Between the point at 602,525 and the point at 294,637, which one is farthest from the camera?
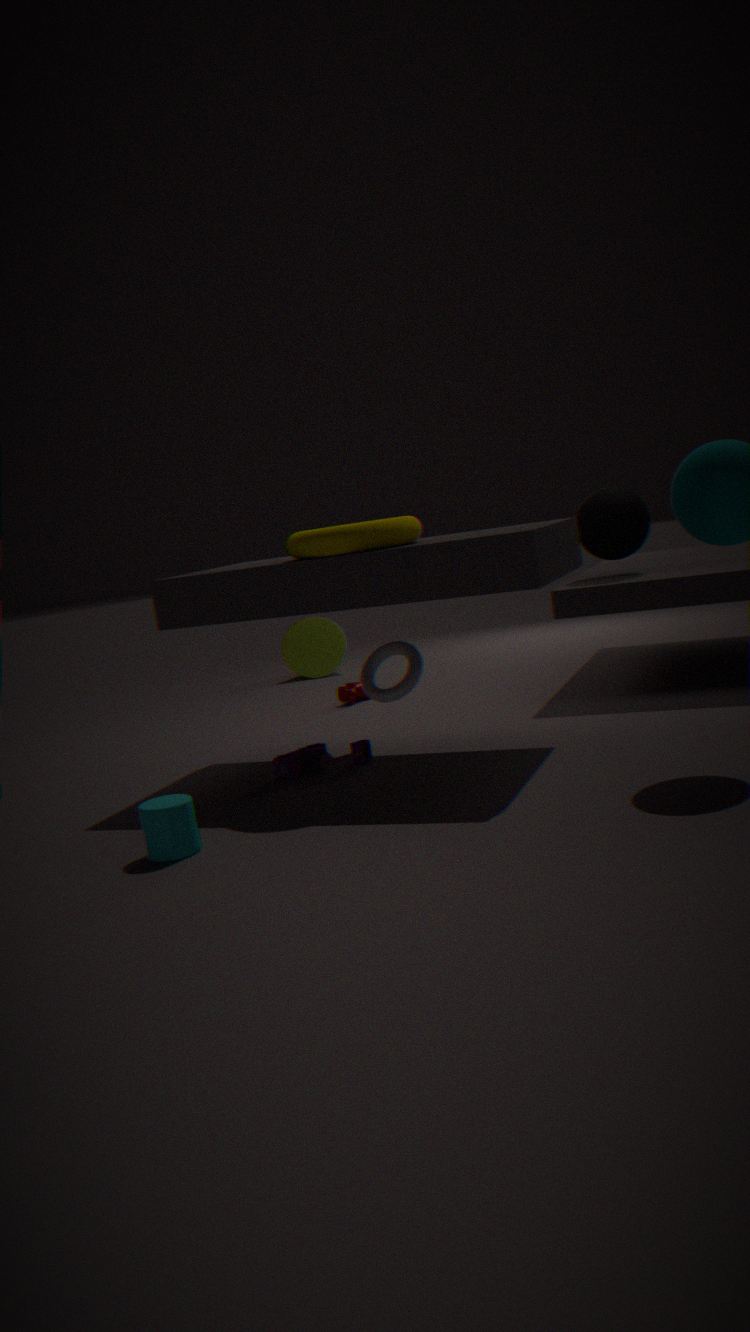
the point at 294,637
